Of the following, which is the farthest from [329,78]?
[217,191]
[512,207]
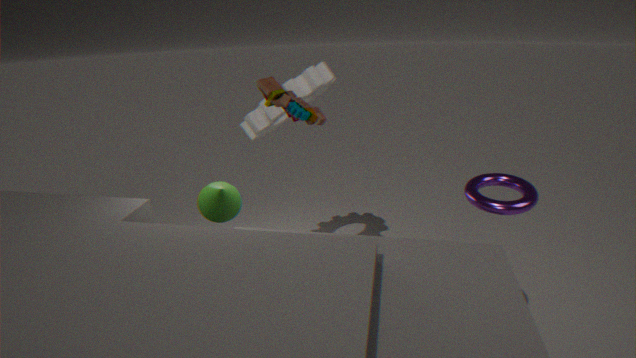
[512,207]
